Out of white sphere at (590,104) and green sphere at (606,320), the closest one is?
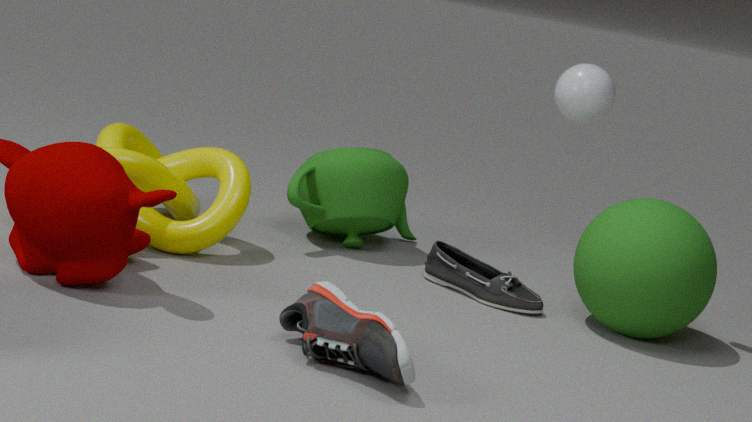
green sphere at (606,320)
